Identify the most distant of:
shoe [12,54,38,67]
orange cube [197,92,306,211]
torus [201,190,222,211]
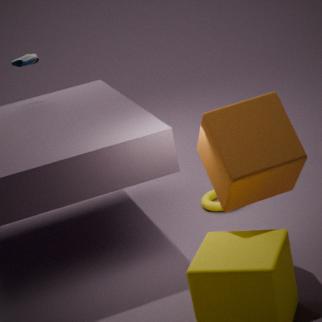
shoe [12,54,38,67]
